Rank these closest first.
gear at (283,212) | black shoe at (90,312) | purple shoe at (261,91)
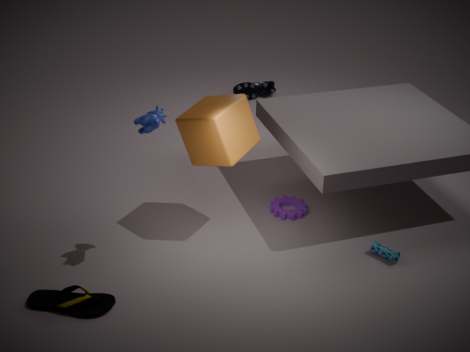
black shoe at (90,312) < gear at (283,212) < purple shoe at (261,91)
